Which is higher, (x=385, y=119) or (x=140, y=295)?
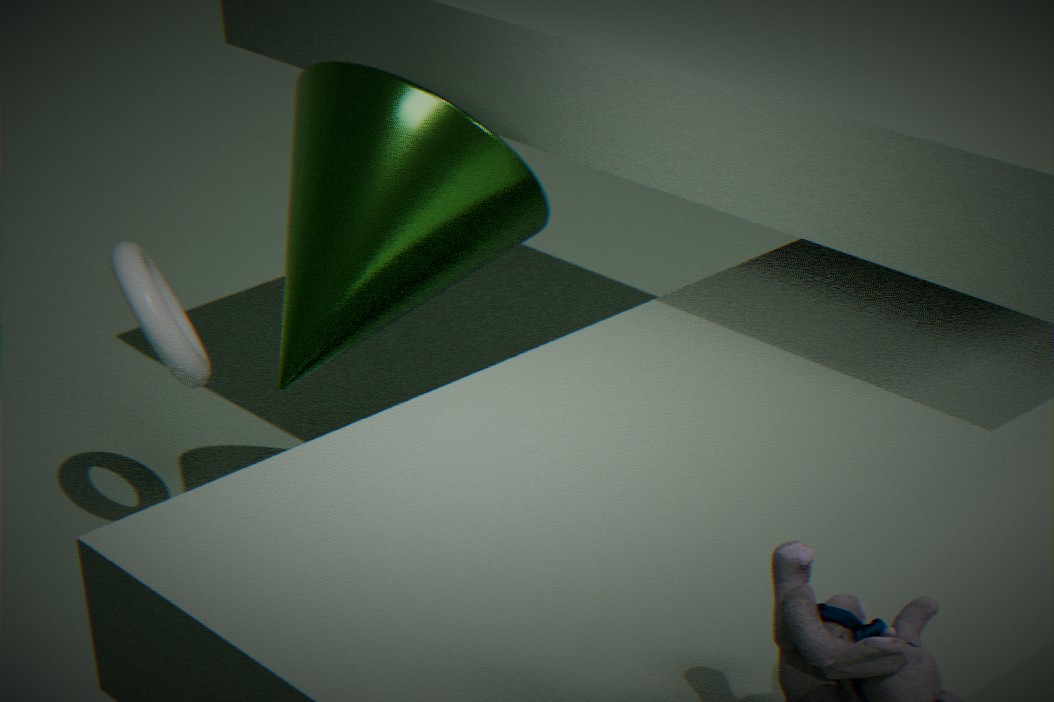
(x=385, y=119)
